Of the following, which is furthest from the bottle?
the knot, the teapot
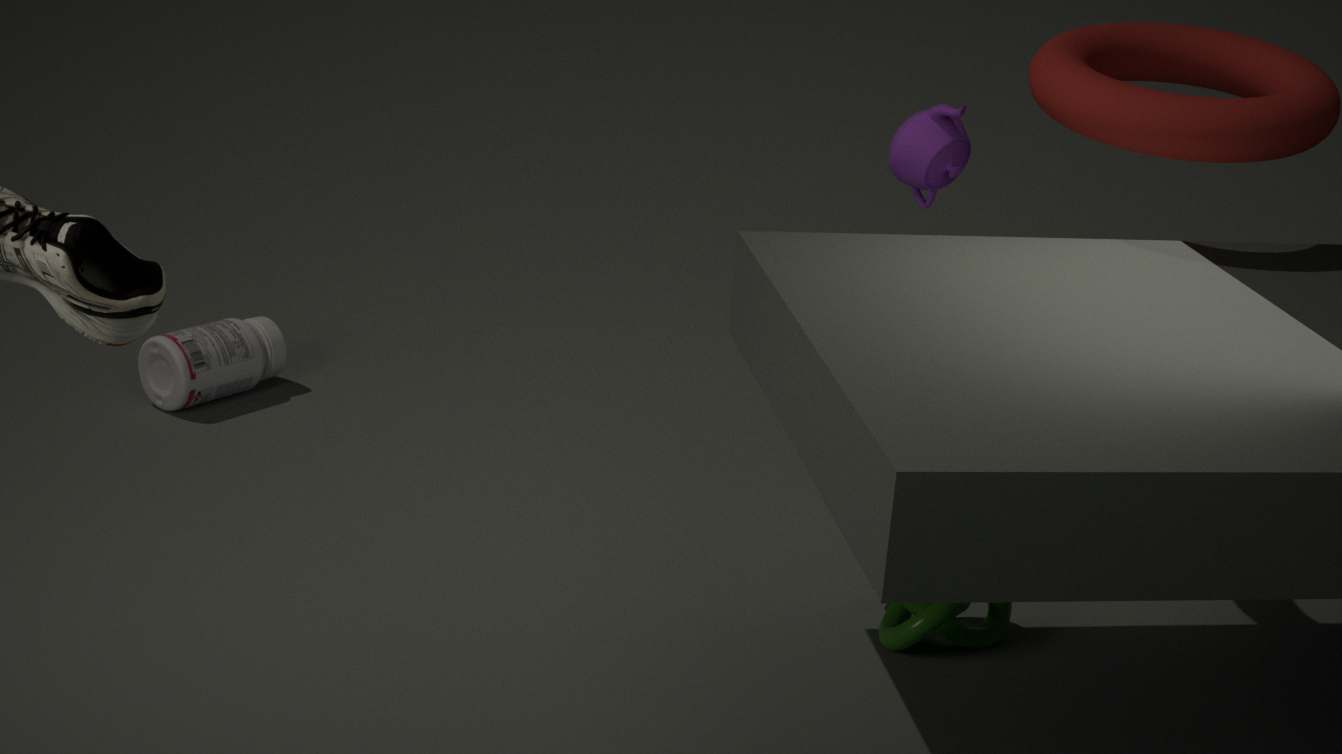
the knot
